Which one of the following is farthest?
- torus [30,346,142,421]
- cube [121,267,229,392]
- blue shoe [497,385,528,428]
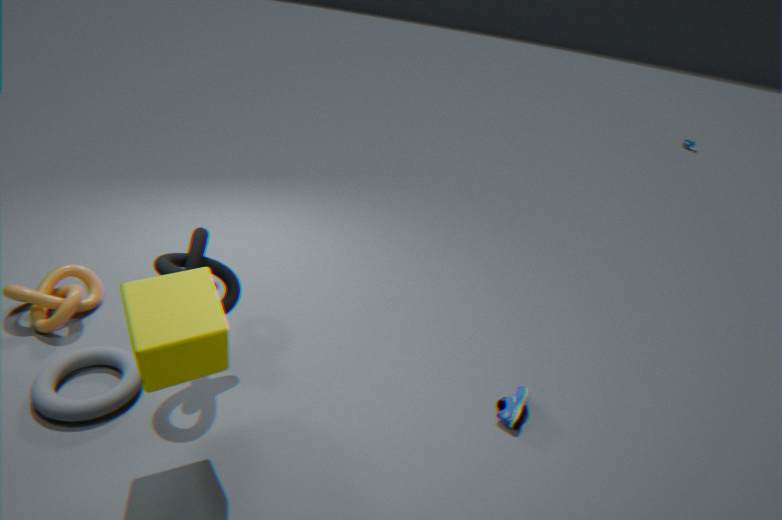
blue shoe [497,385,528,428]
